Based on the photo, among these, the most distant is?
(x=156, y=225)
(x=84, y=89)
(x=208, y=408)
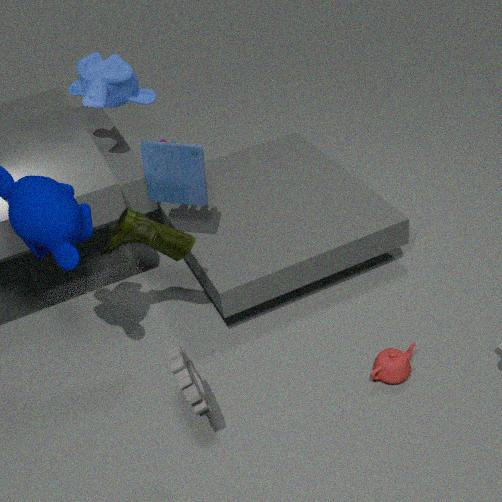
(x=84, y=89)
